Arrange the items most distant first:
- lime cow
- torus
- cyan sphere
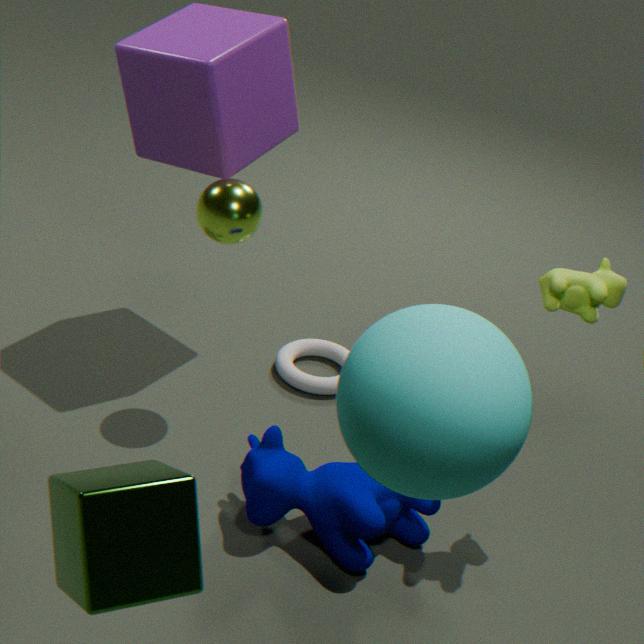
torus < lime cow < cyan sphere
